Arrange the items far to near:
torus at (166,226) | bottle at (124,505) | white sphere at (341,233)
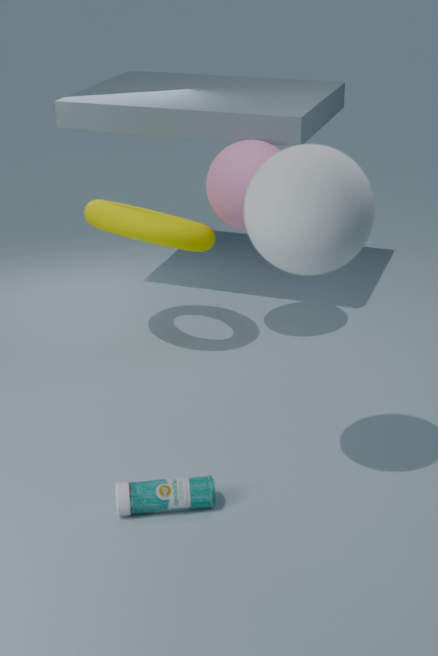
torus at (166,226) < bottle at (124,505) < white sphere at (341,233)
